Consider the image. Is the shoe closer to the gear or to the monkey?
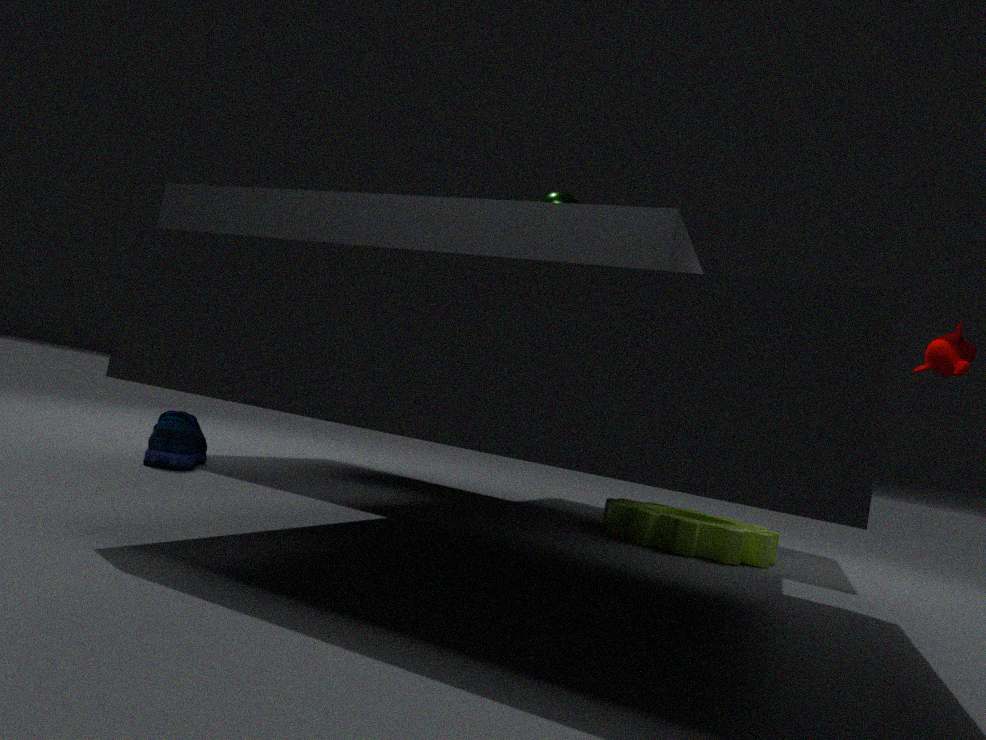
the gear
